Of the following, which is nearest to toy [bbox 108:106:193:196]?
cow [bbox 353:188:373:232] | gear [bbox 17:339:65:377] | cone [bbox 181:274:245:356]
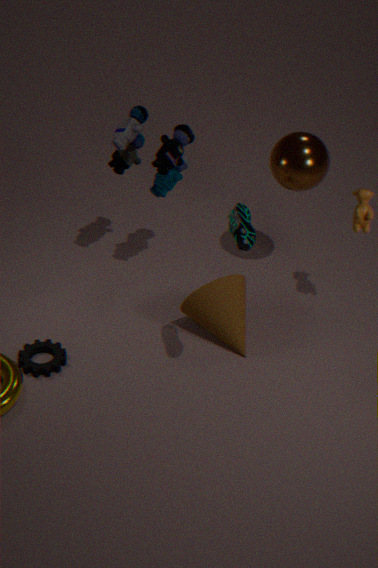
cone [bbox 181:274:245:356]
